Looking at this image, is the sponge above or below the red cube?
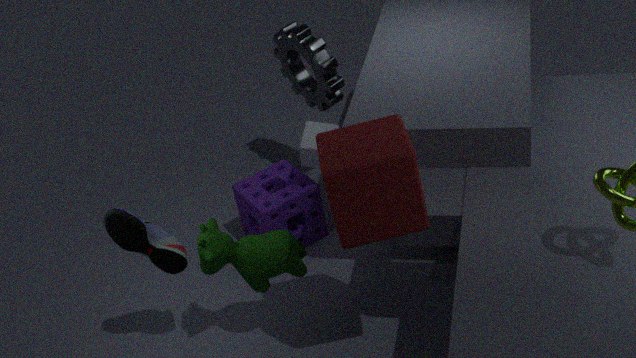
below
